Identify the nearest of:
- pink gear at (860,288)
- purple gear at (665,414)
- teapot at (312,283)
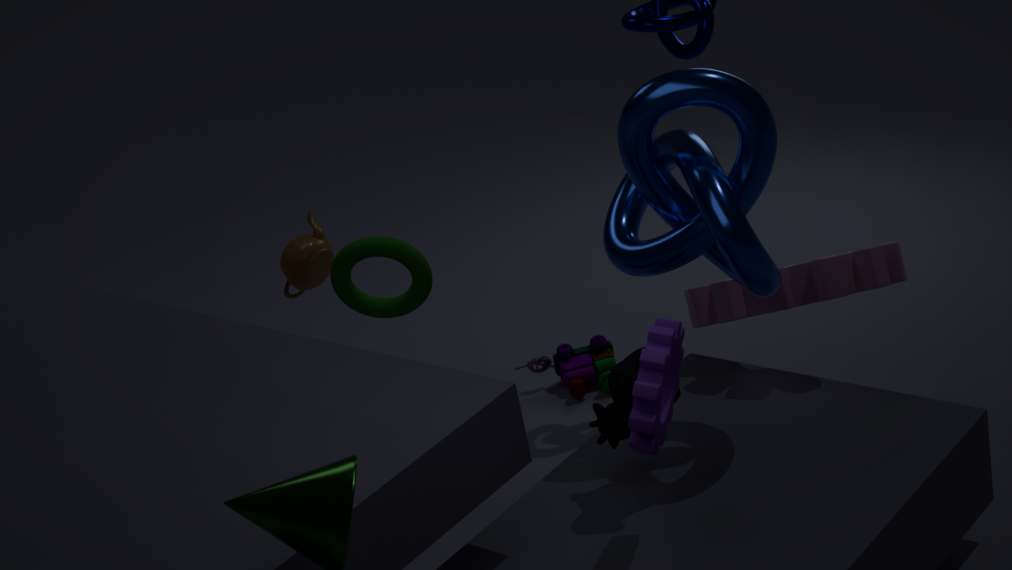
purple gear at (665,414)
